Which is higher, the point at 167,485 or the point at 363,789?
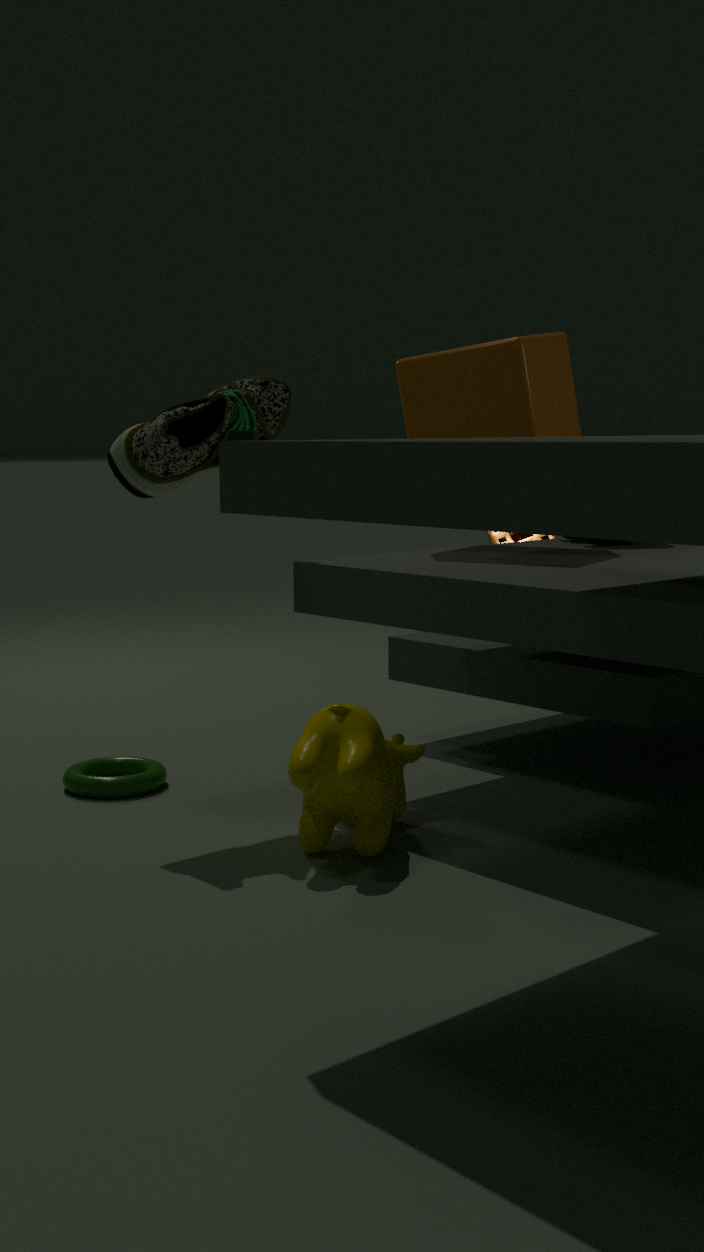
the point at 167,485
